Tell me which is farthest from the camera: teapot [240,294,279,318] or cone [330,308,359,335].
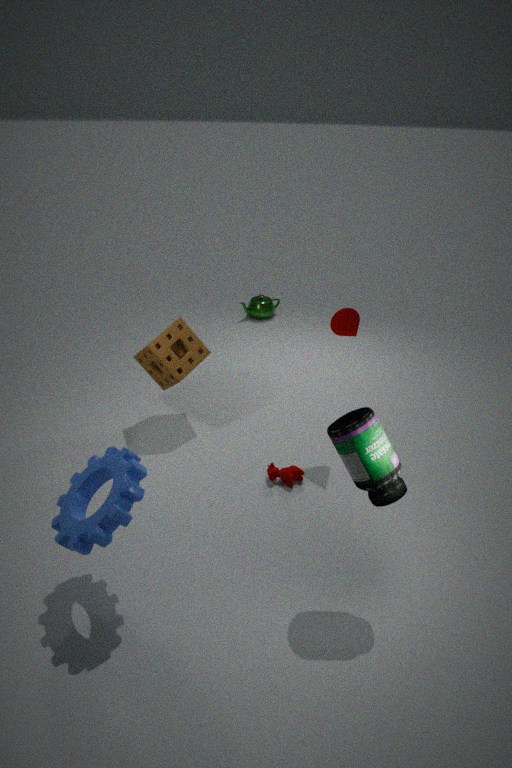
teapot [240,294,279,318]
